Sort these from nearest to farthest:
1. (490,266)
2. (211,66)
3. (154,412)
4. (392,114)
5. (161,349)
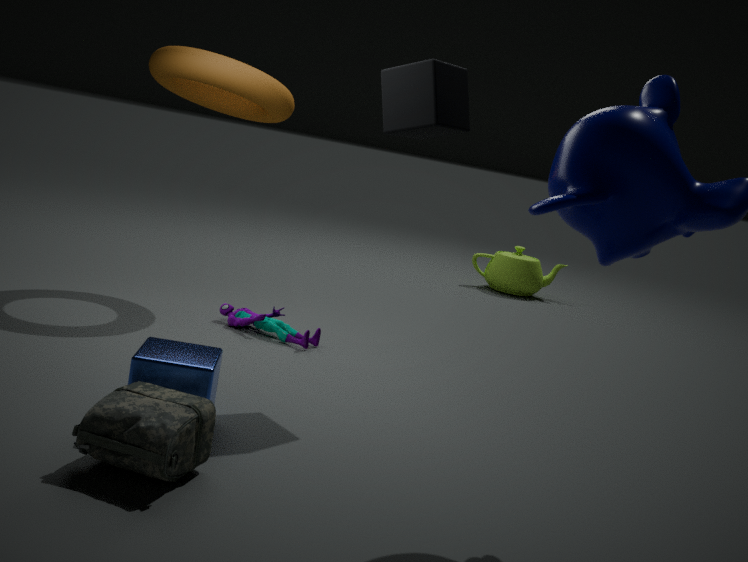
1. (154,412)
2. (161,349)
3. (392,114)
4. (211,66)
5. (490,266)
